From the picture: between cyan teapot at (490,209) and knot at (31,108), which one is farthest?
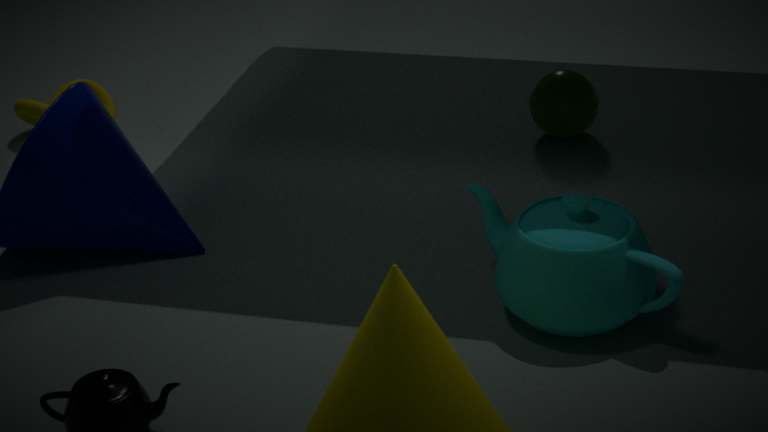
knot at (31,108)
